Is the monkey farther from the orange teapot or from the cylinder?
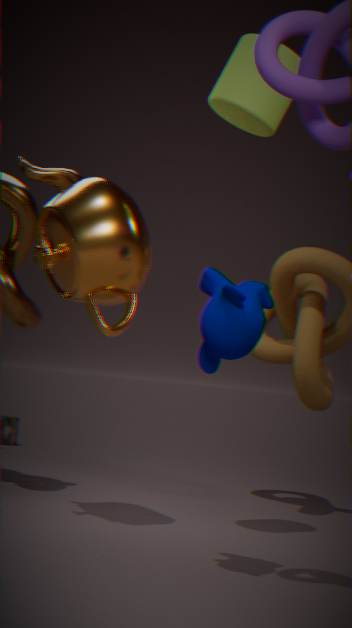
the cylinder
